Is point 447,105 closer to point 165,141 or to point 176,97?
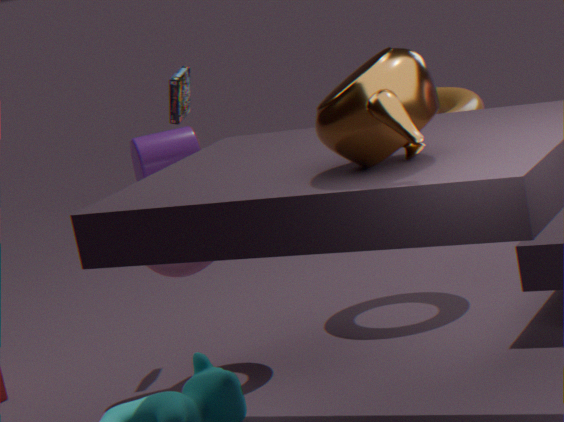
point 176,97
